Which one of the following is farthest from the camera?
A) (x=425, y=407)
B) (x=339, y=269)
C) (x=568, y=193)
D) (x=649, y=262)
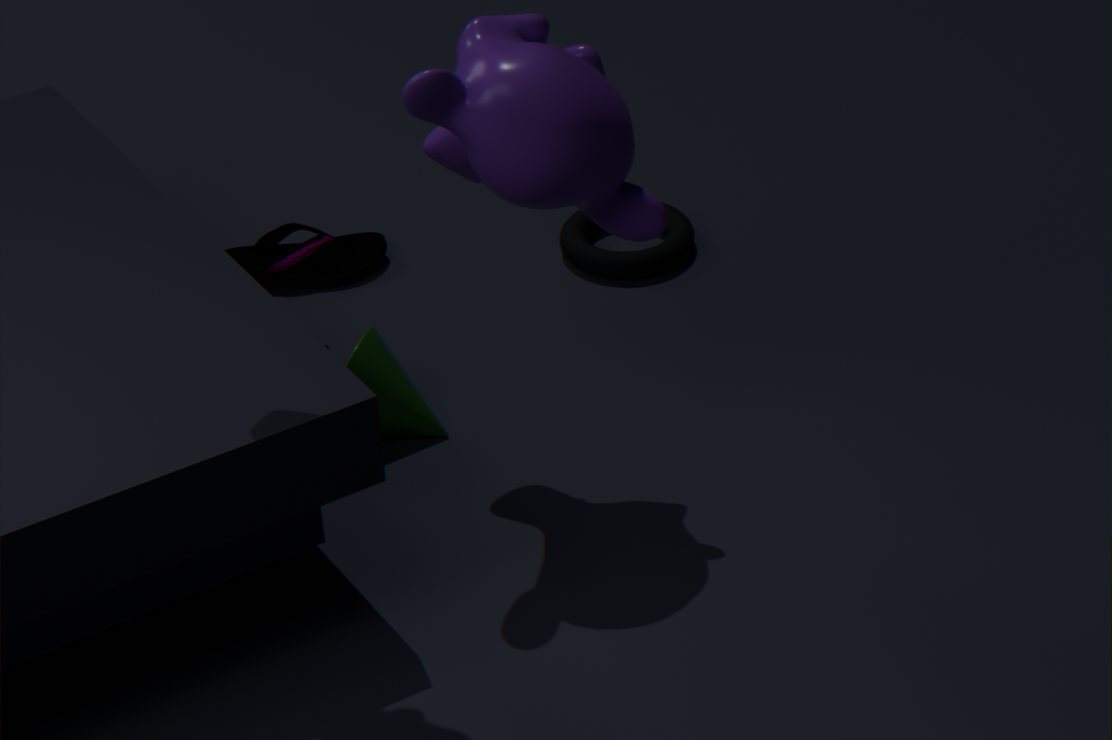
(x=339, y=269)
